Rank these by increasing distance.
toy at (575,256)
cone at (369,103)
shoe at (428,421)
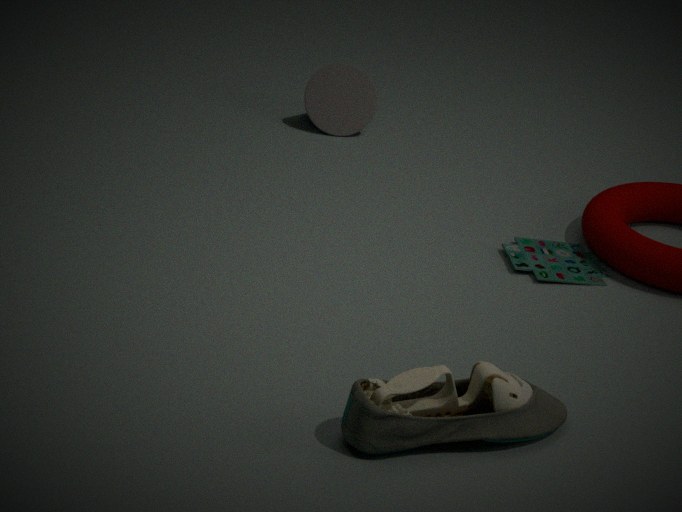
shoe at (428,421) → toy at (575,256) → cone at (369,103)
